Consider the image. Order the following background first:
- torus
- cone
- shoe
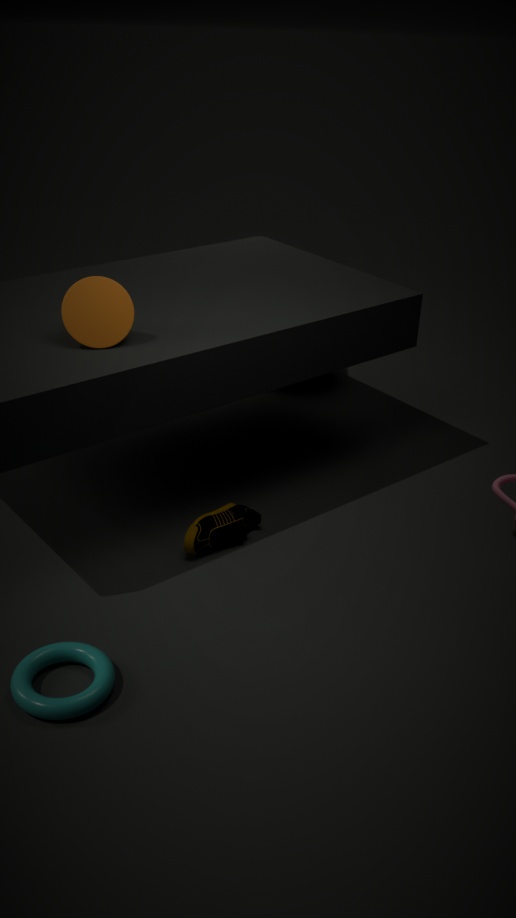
shoe < cone < torus
